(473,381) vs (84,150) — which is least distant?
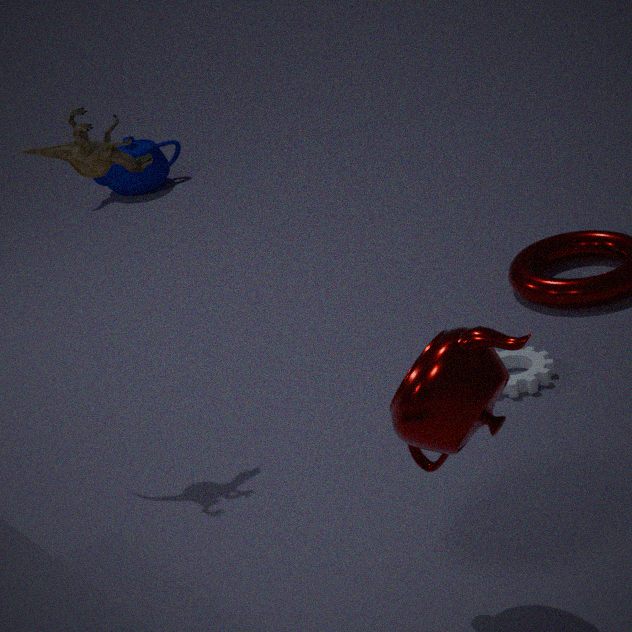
(473,381)
